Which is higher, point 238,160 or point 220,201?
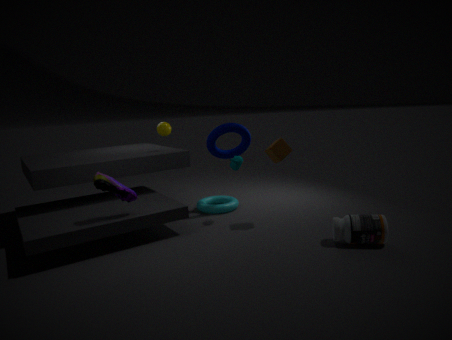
point 238,160
